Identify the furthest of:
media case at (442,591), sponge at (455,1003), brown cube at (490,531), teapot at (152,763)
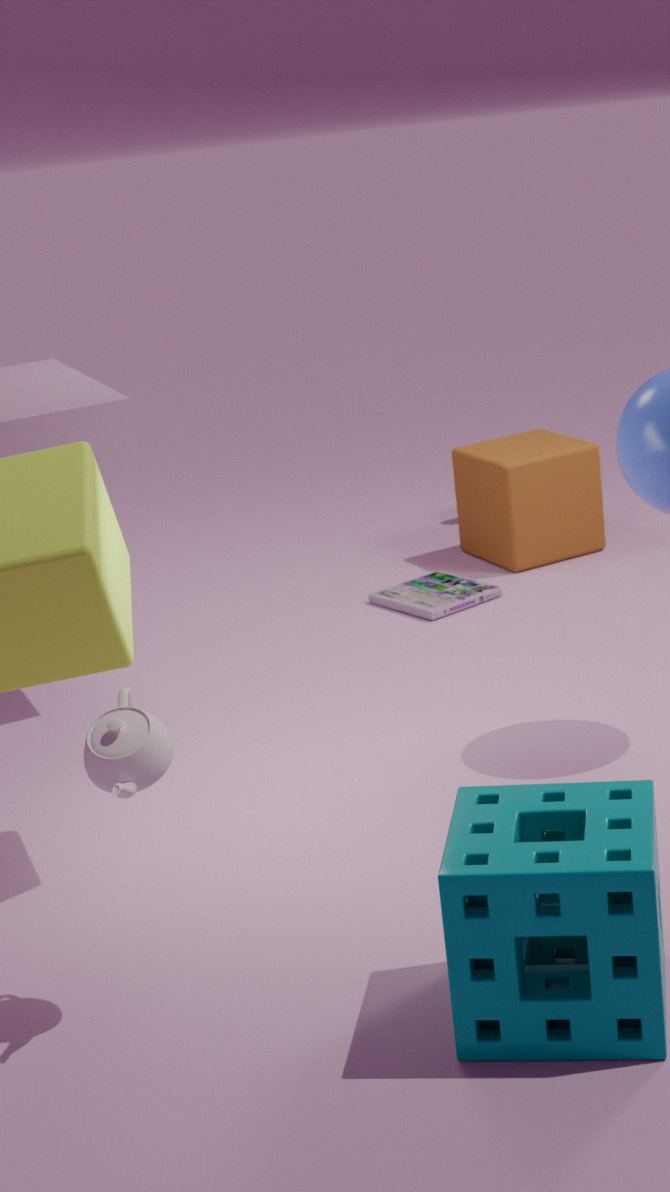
brown cube at (490,531)
